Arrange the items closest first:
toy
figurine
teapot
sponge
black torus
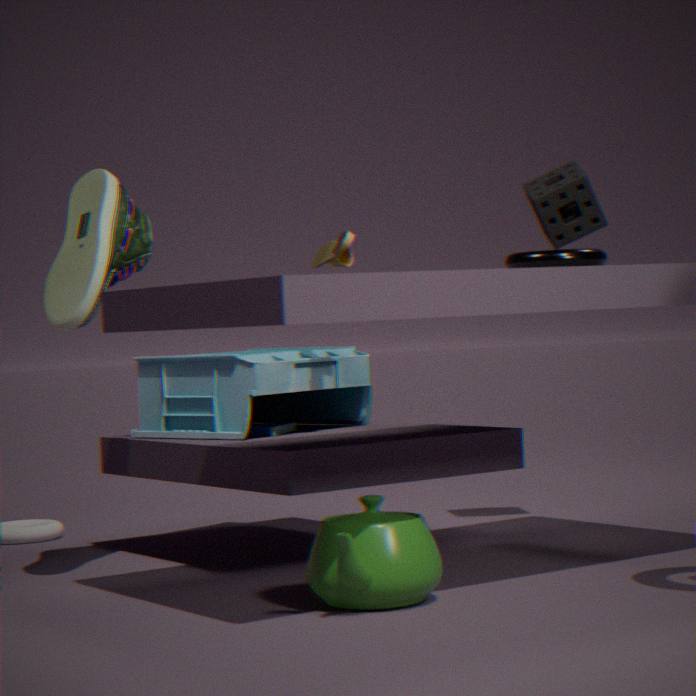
teapot → black torus → figurine → toy → sponge
